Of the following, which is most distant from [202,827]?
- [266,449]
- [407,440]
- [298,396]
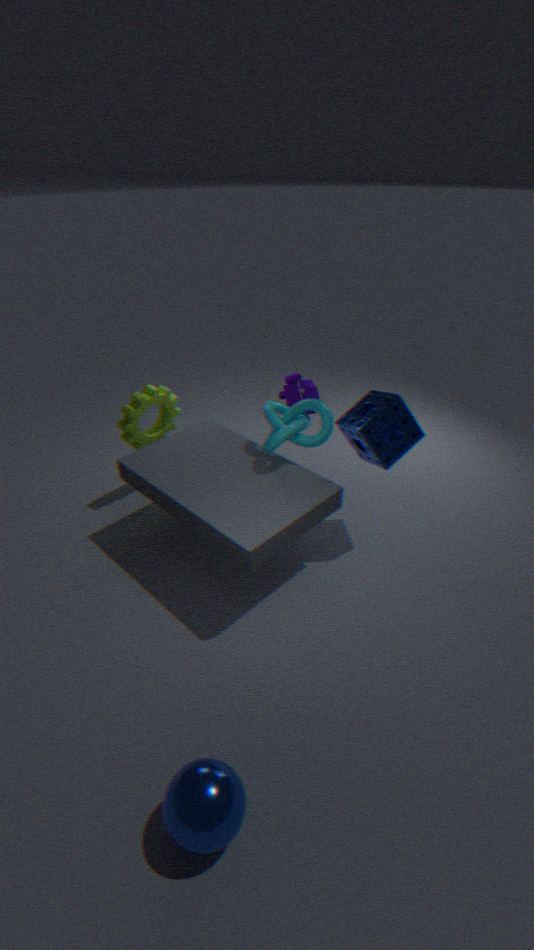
[298,396]
